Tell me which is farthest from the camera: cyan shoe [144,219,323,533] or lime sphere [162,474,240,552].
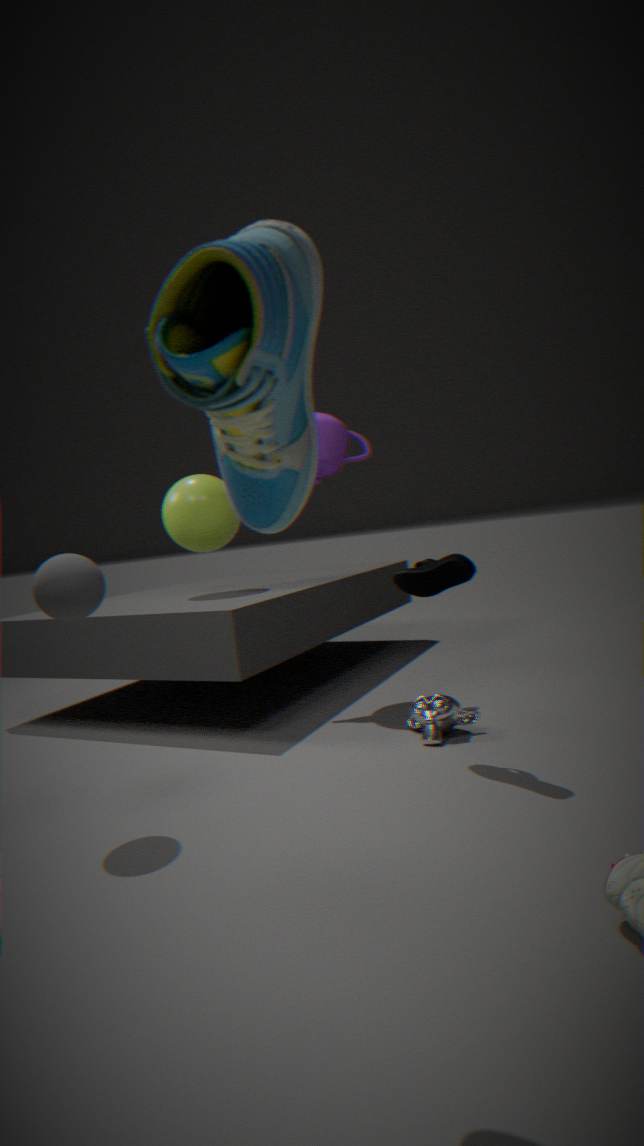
lime sphere [162,474,240,552]
